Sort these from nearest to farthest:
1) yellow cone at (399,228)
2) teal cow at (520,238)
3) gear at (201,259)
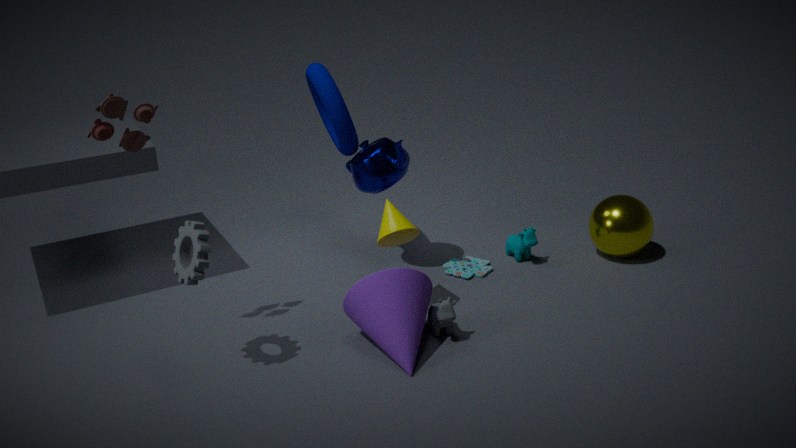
1. 3. gear at (201,259)
2. 1. yellow cone at (399,228)
3. 2. teal cow at (520,238)
